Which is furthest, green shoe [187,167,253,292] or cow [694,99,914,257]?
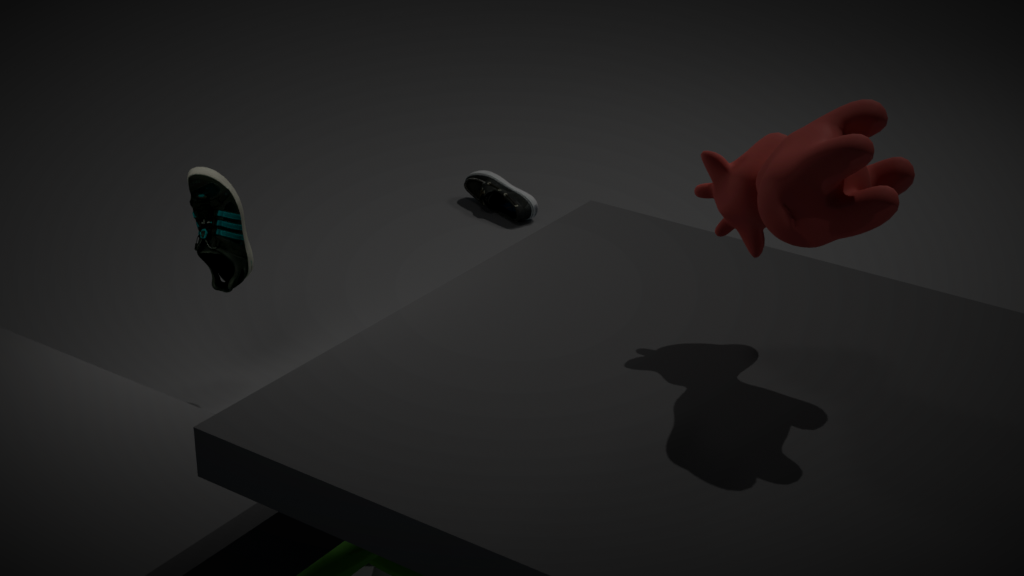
green shoe [187,167,253,292]
